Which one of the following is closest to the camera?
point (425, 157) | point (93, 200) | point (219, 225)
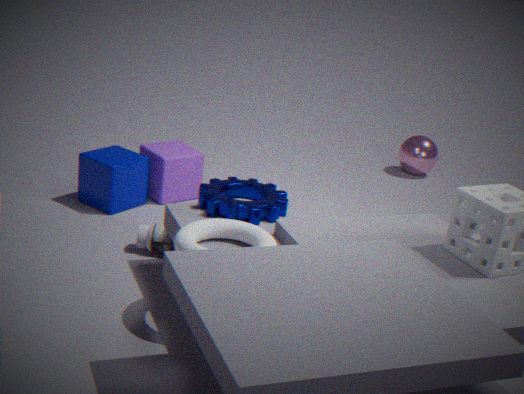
point (219, 225)
